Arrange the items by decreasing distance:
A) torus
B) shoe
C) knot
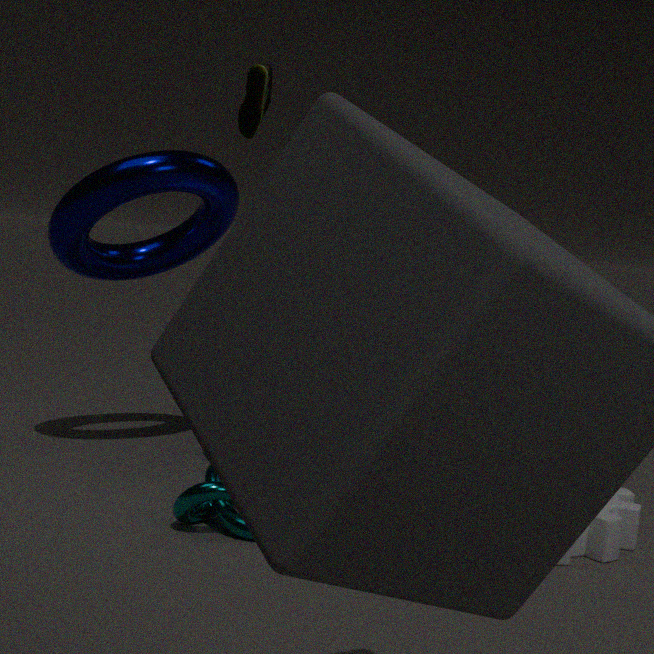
shoe, torus, knot
